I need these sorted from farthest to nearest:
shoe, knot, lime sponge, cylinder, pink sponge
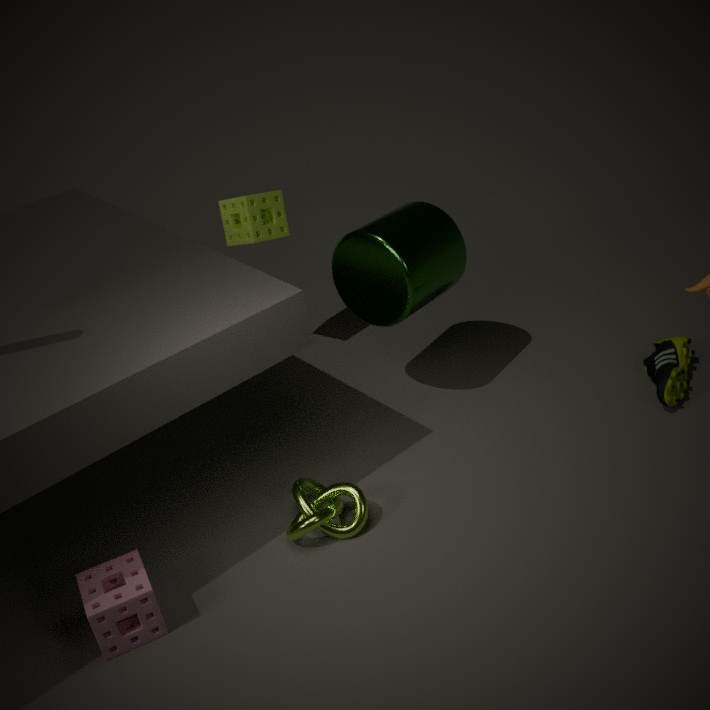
lime sponge, shoe, cylinder, knot, pink sponge
